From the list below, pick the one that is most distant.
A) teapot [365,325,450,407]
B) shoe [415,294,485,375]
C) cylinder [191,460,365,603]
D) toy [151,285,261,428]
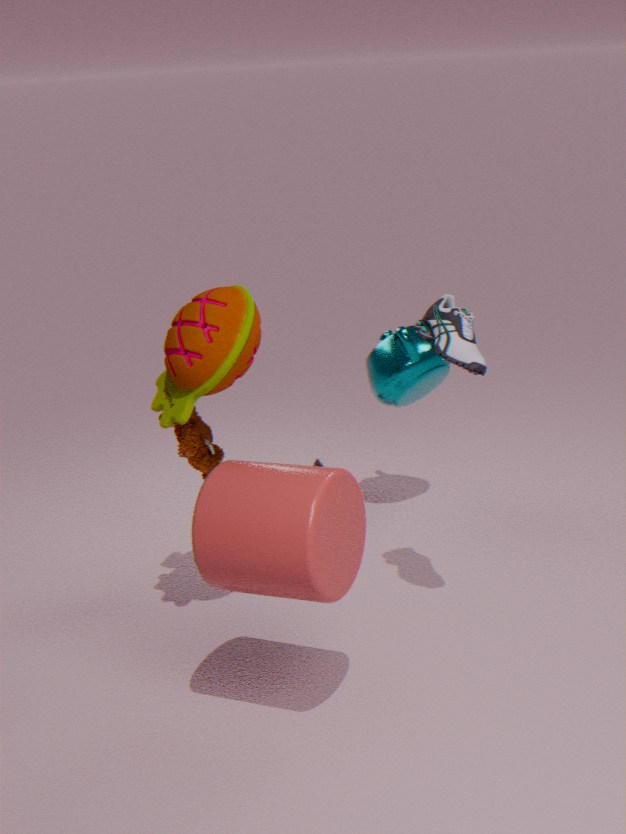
teapot [365,325,450,407]
